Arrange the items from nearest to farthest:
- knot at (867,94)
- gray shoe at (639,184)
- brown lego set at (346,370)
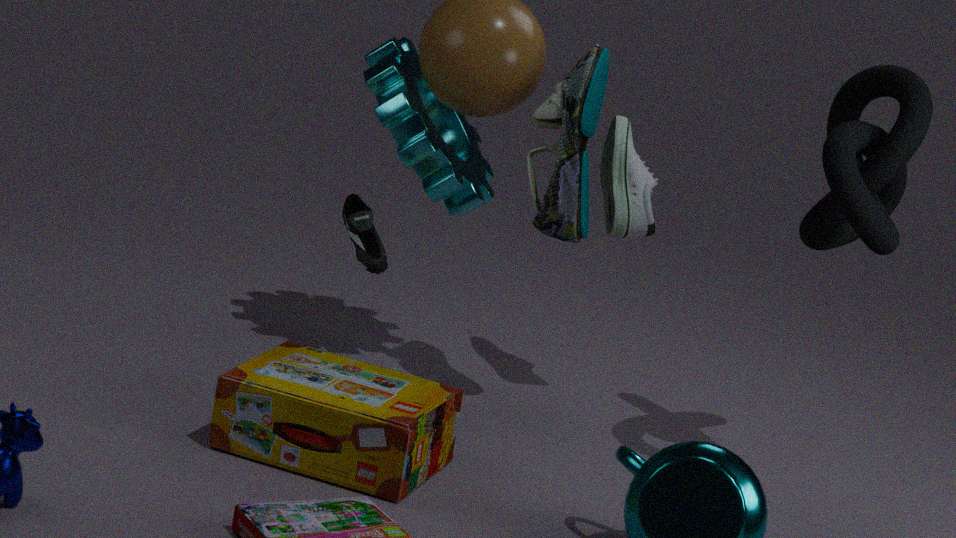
brown lego set at (346,370)
knot at (867,94)
gray shoe at (639,184)
